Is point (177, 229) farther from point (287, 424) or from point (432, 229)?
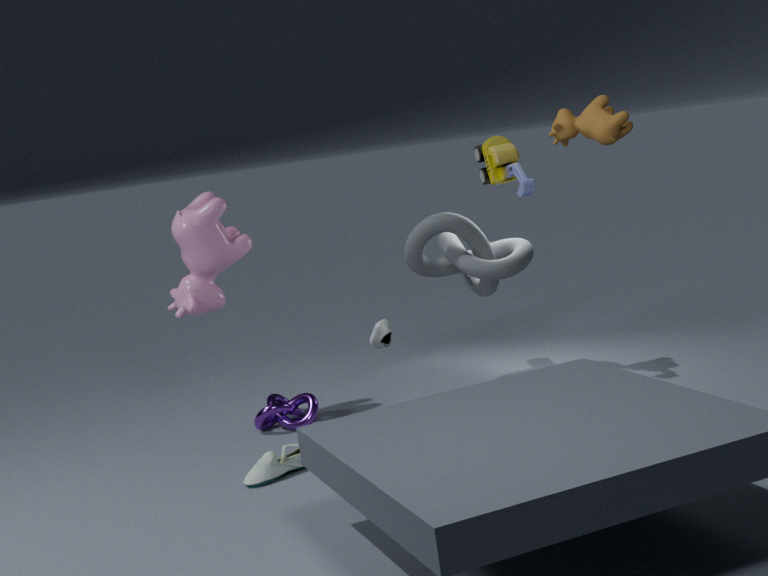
point (432, 229)
